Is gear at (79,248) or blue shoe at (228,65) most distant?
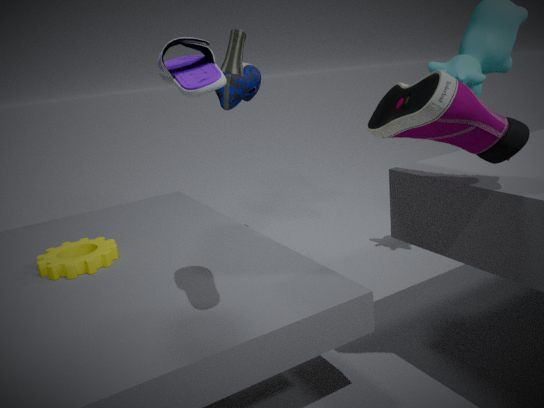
blue shoe at (228,65)
